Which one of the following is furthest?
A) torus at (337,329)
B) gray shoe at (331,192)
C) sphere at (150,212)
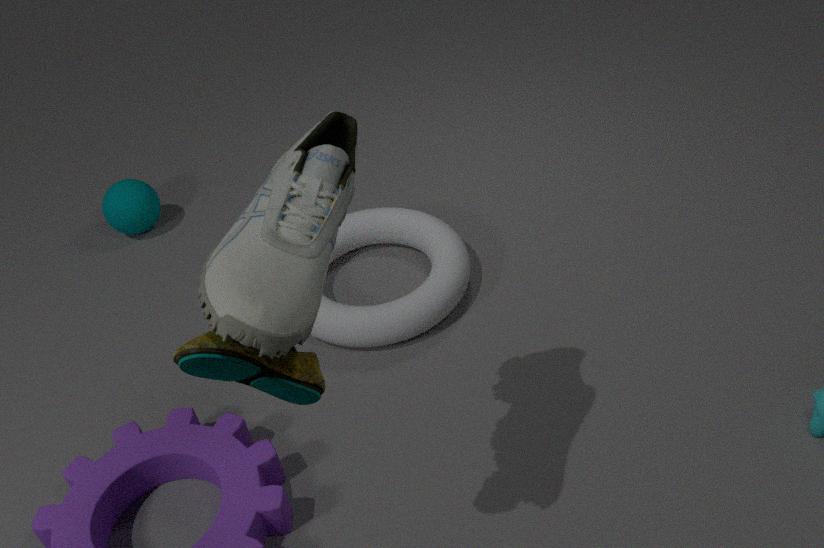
sphere at (150,212)
